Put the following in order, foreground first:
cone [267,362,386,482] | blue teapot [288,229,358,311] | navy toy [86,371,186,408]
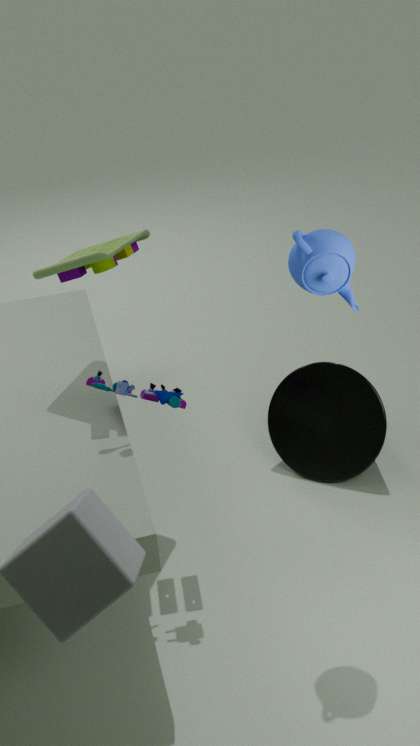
1. blue teapot [288,229,358,311]
2. navy toy [86,371,186,408]
3. cone [267,362,386,482]
